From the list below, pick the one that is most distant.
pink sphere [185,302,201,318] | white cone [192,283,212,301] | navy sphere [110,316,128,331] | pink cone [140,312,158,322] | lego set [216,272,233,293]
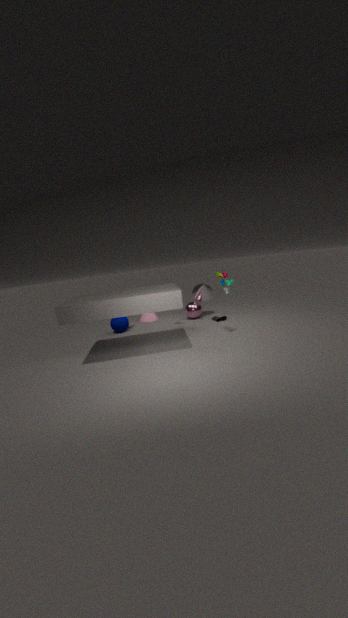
pink cone [140,312,158,322]
